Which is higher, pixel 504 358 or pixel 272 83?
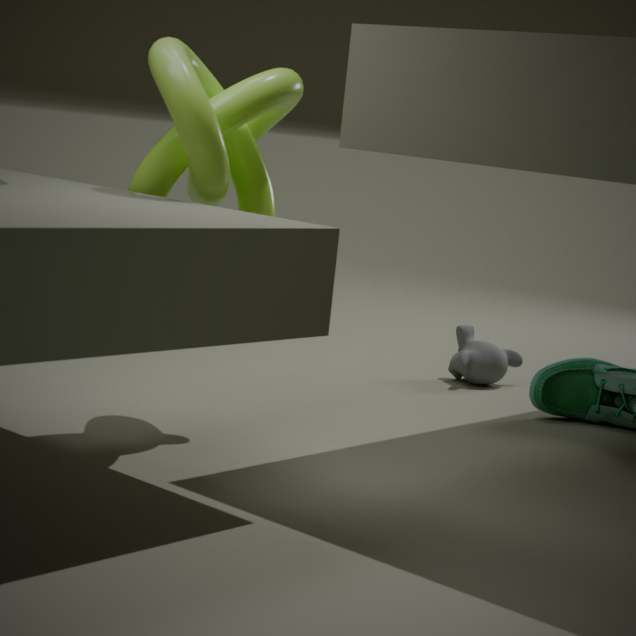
pixel 272 83
